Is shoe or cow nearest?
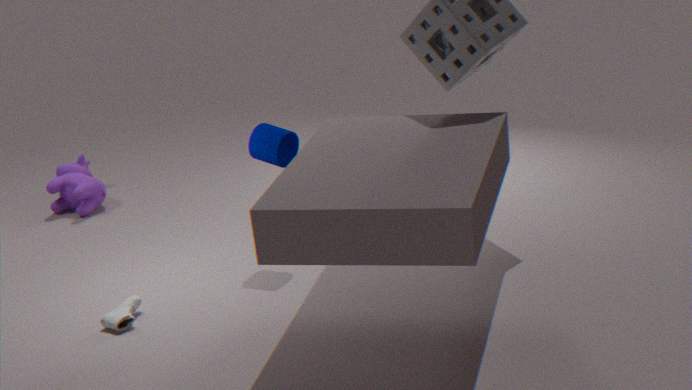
shoe
